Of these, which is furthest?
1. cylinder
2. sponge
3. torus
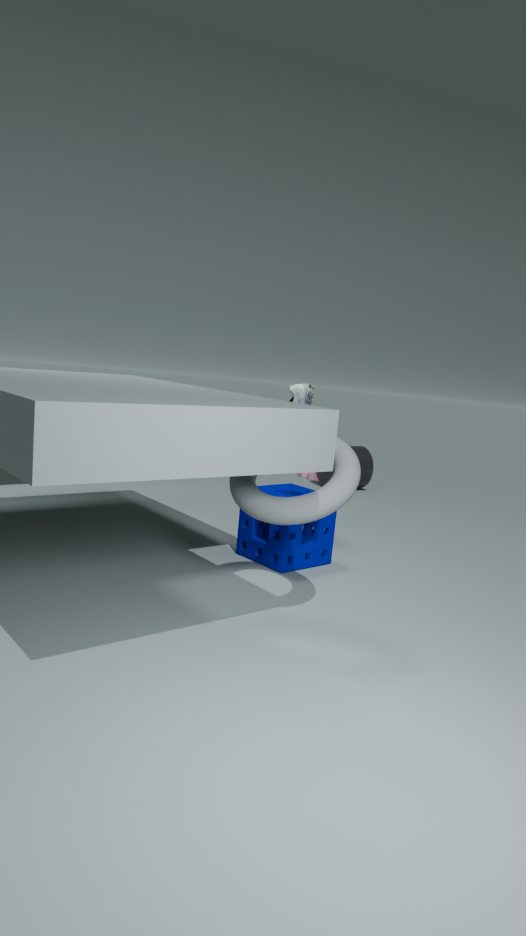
cylinder
